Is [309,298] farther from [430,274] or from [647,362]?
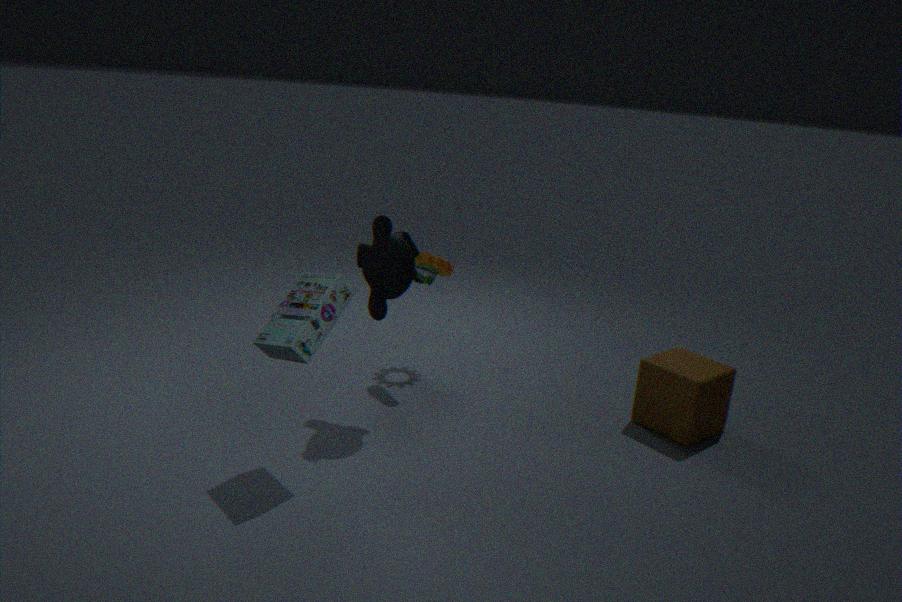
[647,362]
